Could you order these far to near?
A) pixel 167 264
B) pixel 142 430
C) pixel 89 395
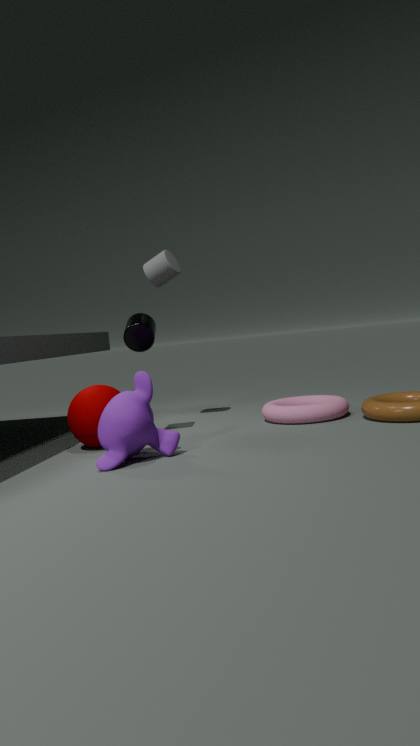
pixel 167 264 < pixel 89 395 < pixel 142 430
